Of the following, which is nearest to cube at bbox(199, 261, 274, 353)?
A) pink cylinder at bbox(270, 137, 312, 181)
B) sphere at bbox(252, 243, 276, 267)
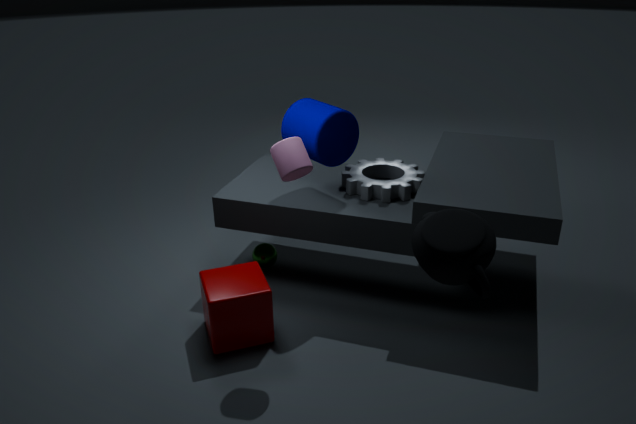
sphere at bbox(252, 243, 276, 267)
